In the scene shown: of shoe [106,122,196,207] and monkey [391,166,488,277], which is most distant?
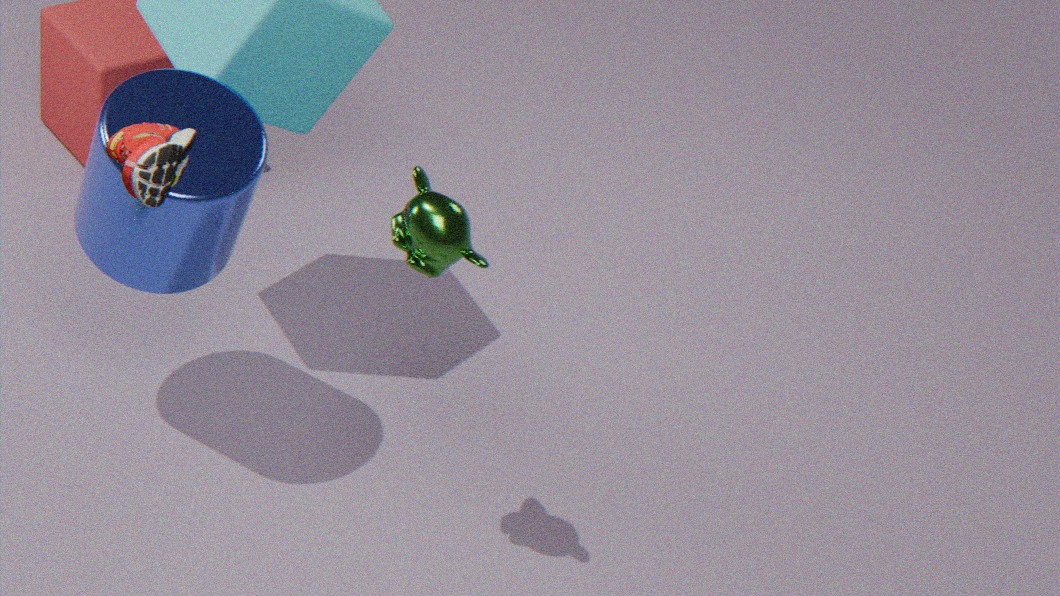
monkey [391,166,488,277]
